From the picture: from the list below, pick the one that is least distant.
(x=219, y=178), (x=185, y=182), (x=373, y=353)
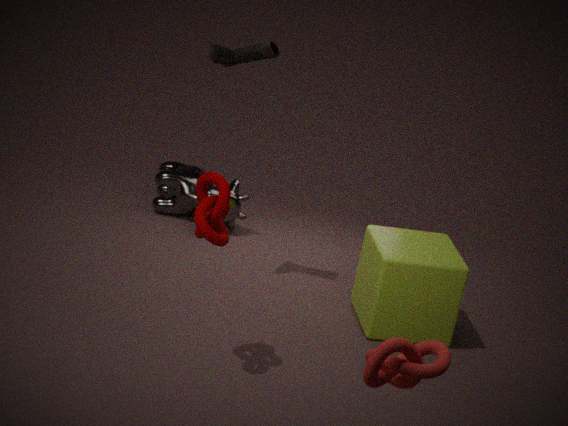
(x=373, y=353)
